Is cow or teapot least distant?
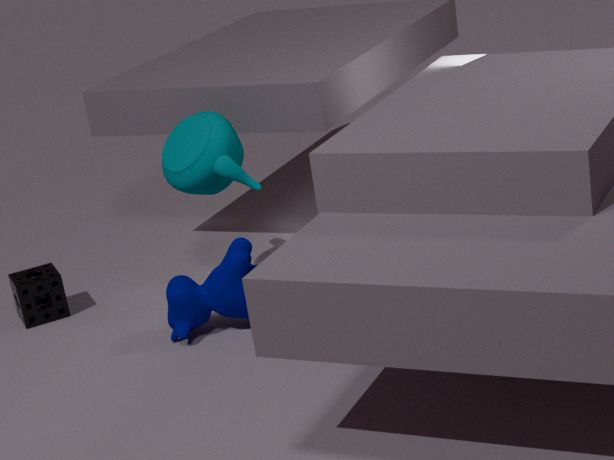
cow
